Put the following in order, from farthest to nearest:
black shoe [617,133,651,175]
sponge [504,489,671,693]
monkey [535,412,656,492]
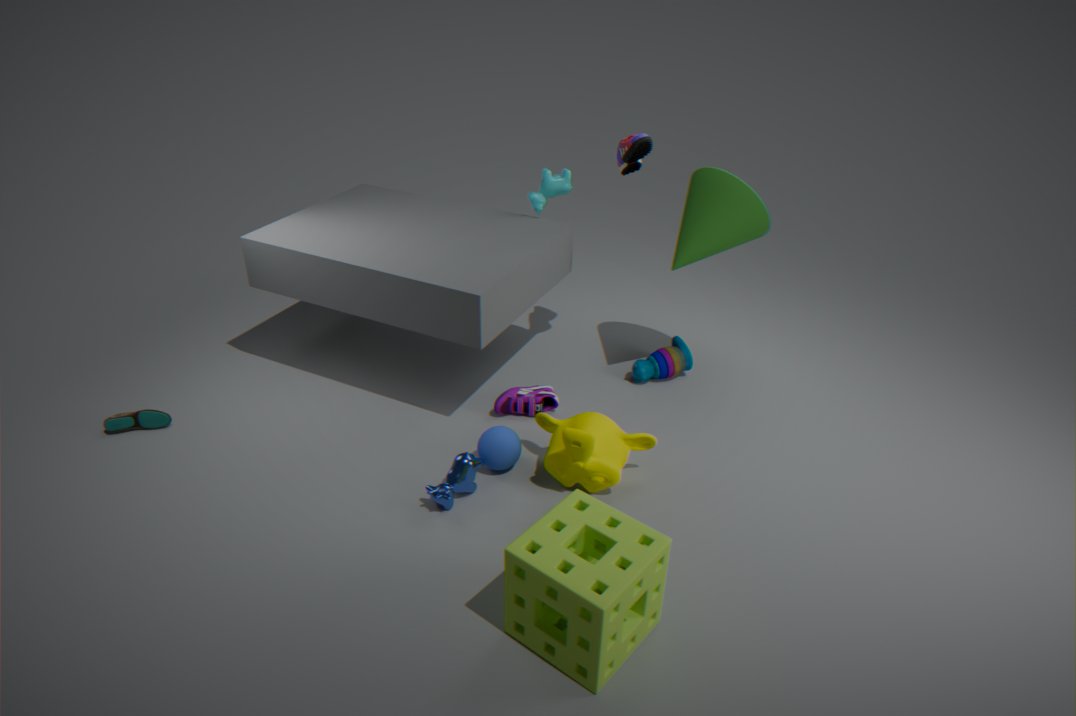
black shoe [617,133,651,175] < monkey [535,412,656,492] < sponge [504,489,671,693]
